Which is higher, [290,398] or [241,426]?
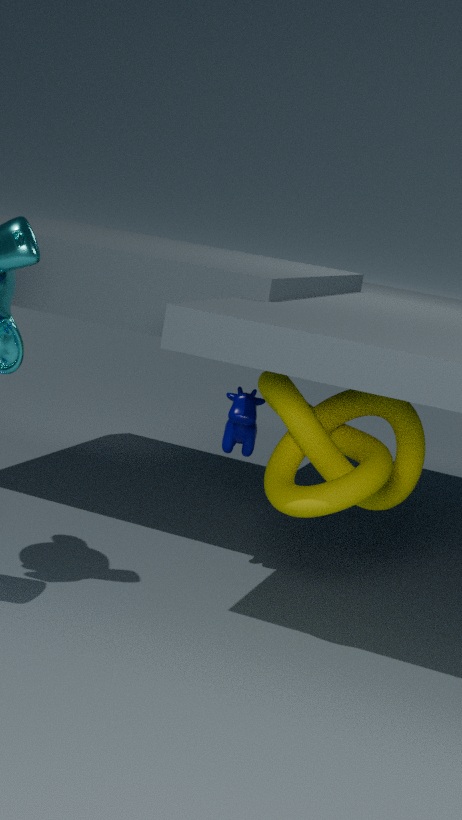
[290,398]
